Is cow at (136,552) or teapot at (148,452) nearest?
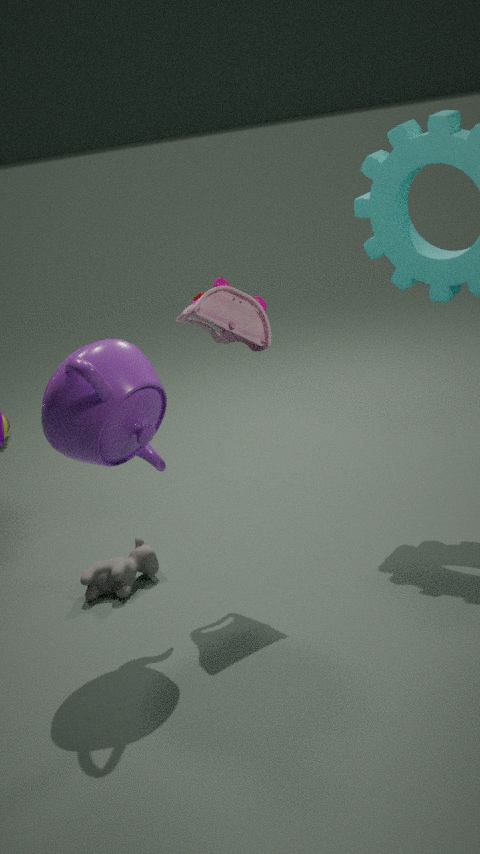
teapot at (148,452)
